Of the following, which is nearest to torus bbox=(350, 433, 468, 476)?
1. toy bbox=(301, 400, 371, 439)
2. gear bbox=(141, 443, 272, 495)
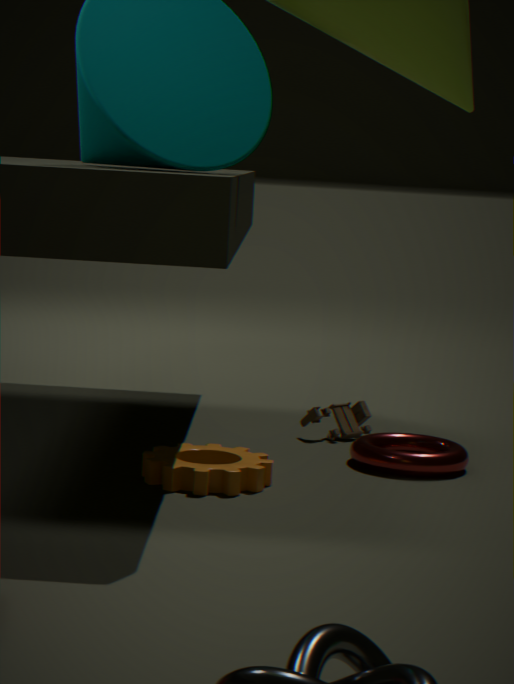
toy bbox=(301, 400, 371, 439)
